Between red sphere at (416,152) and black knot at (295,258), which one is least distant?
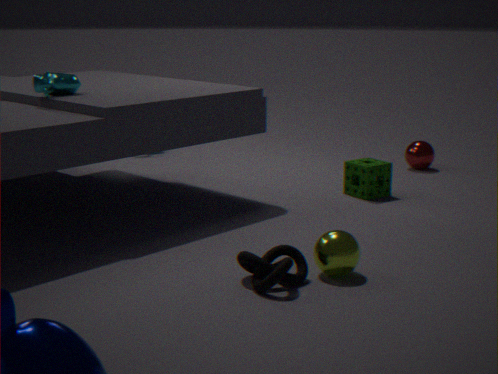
black knot at (295,258)
